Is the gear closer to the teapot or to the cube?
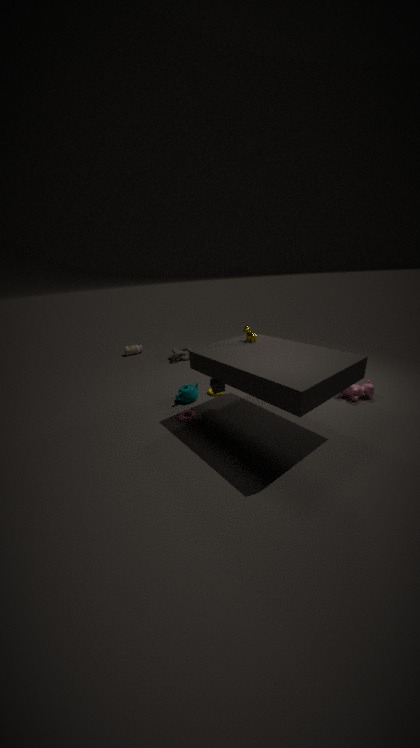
the teapot
